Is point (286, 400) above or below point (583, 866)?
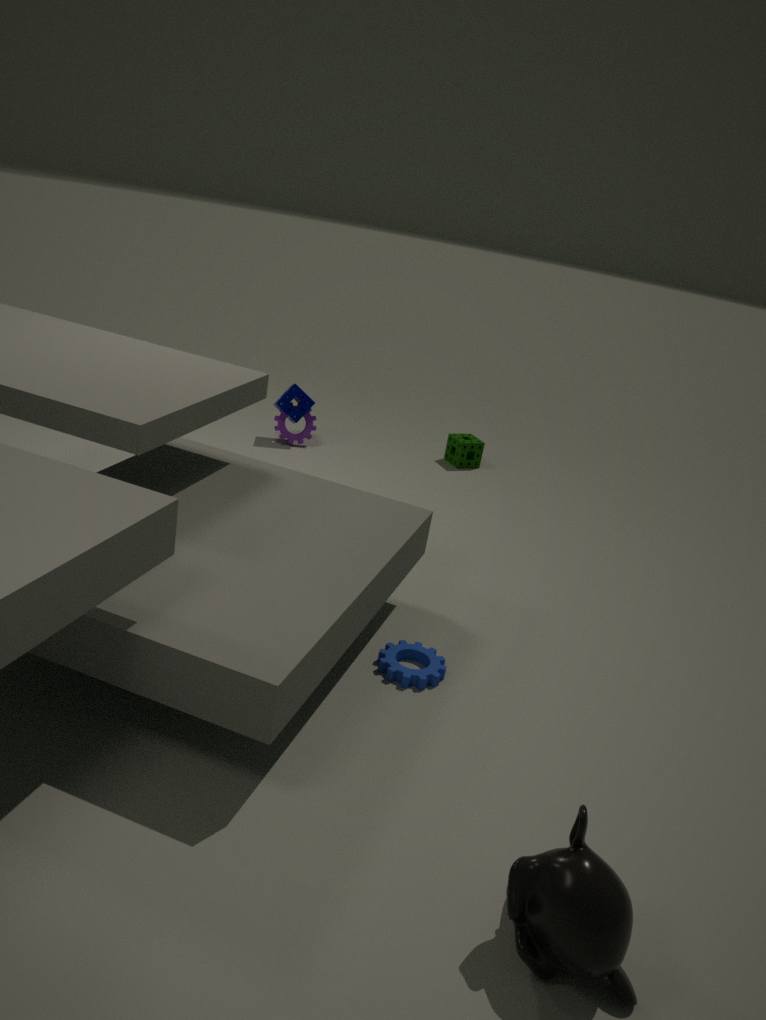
above
